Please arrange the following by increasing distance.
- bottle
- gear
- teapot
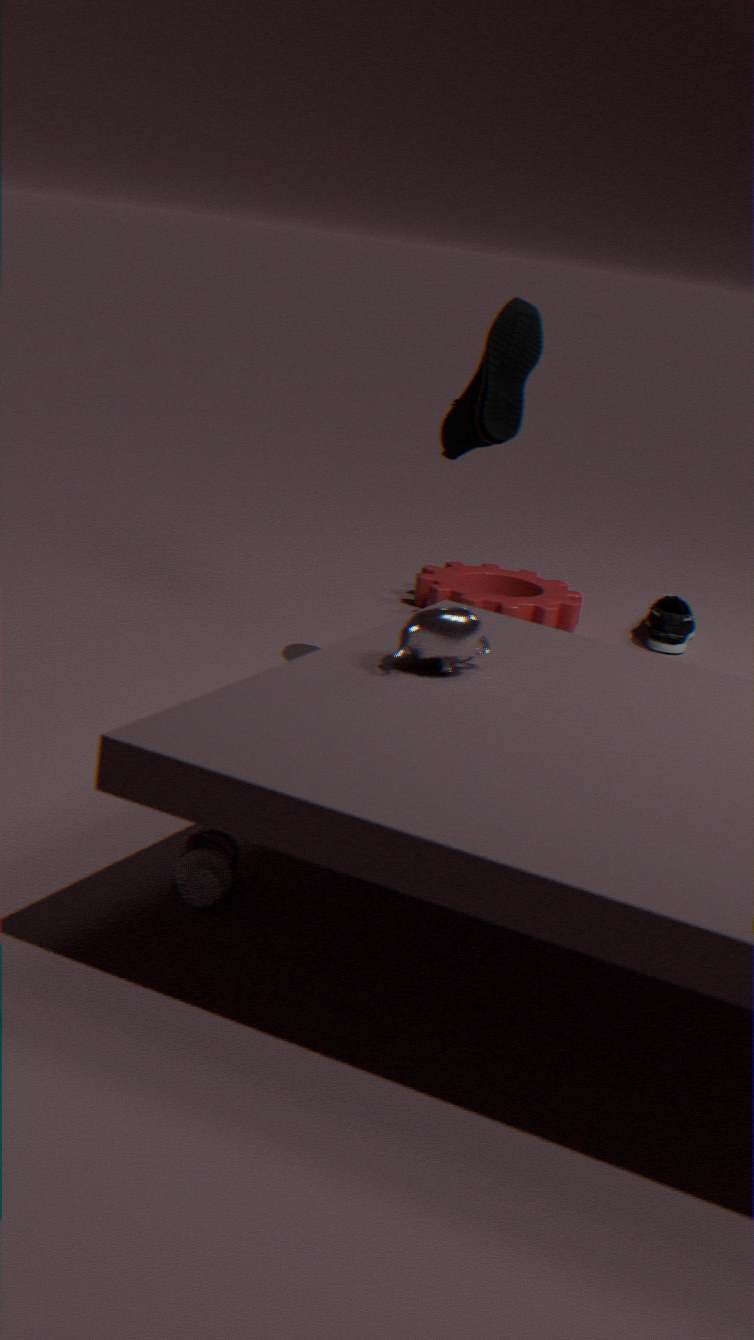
bottle, teapot, gear
